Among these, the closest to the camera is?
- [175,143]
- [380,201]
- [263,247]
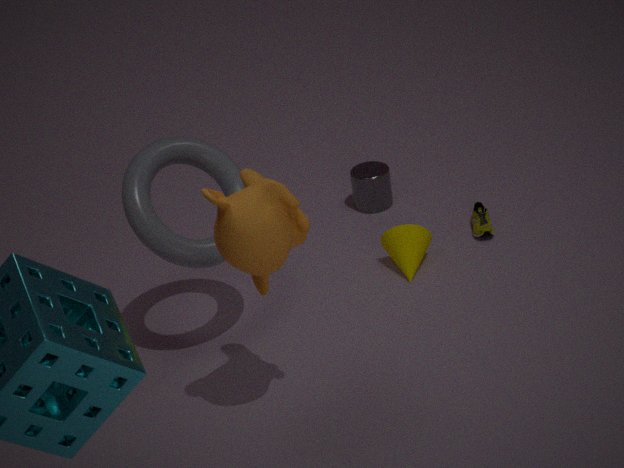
[263,247]
